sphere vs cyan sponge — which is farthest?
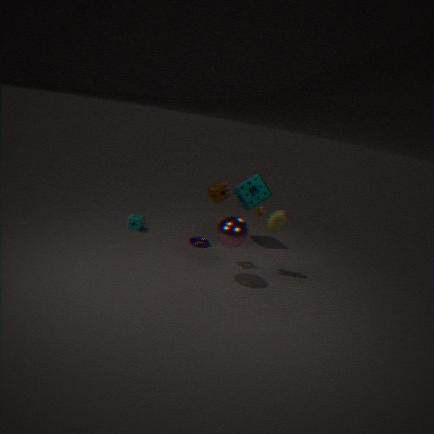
cyan sponge
